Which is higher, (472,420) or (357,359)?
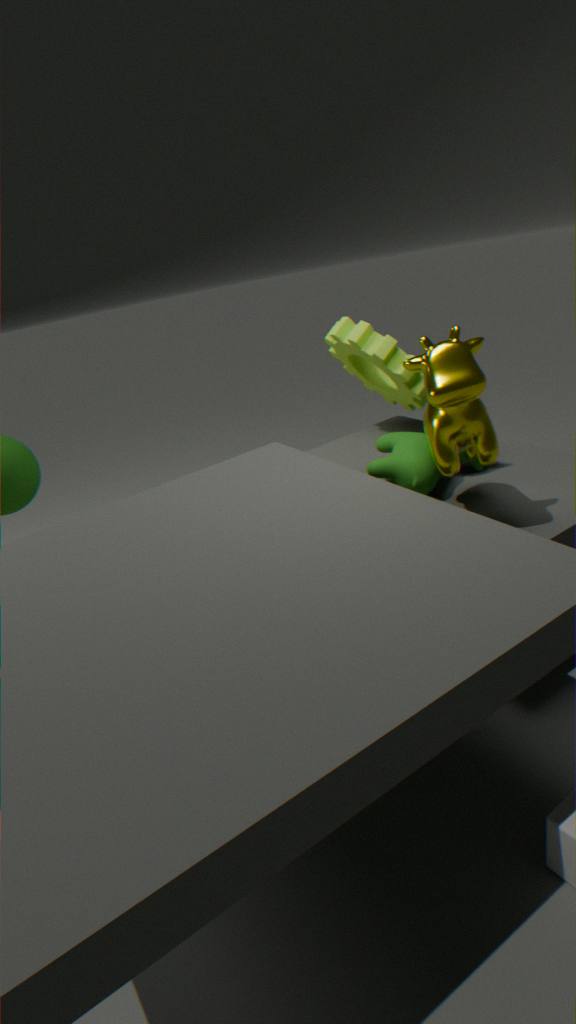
(472,420)
